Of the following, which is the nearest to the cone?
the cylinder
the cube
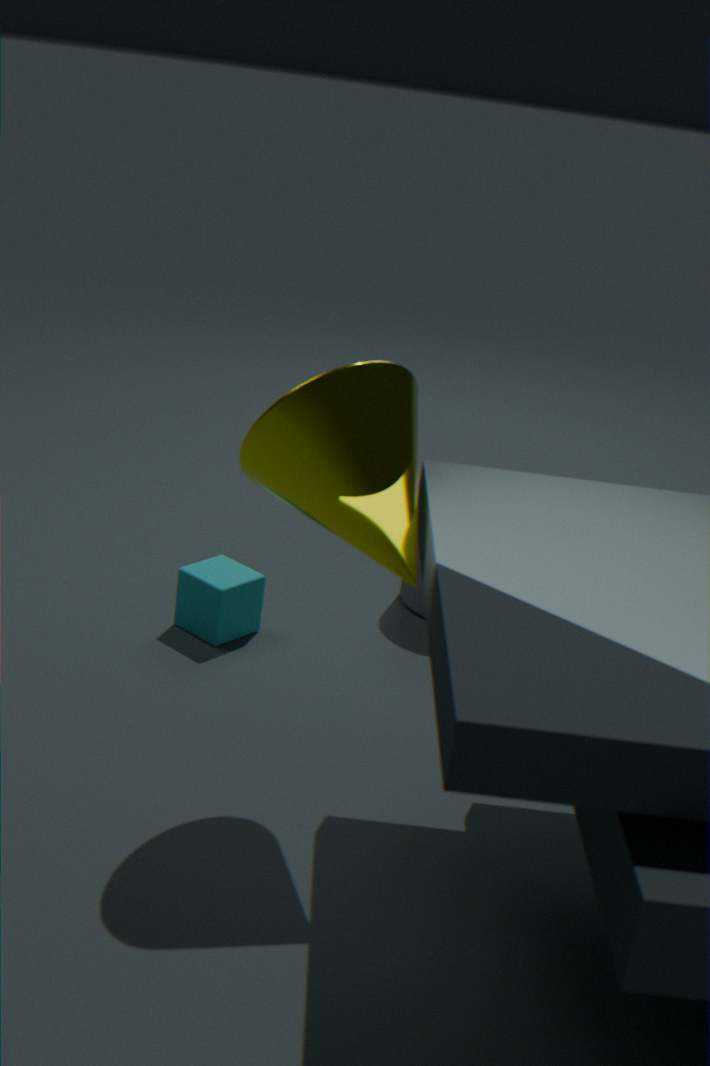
the cube
